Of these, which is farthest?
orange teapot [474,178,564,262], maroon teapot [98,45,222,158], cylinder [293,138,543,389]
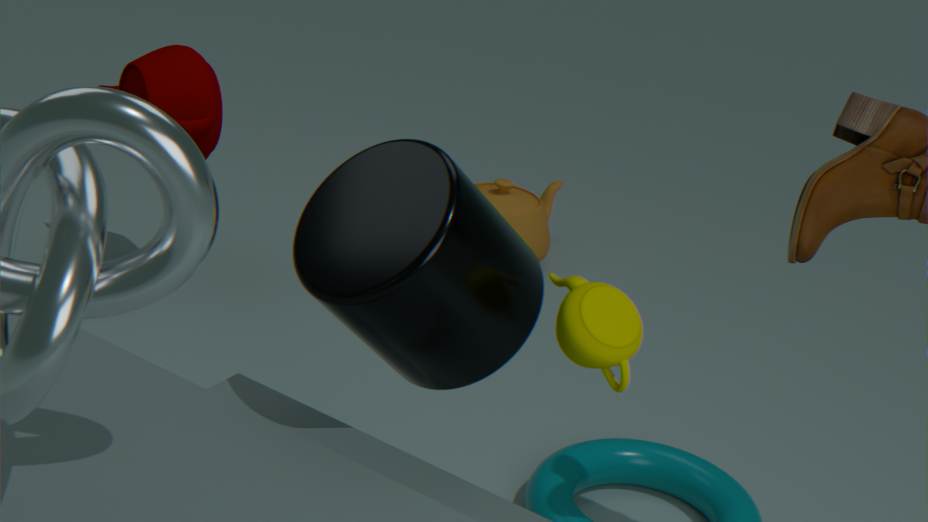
orange teapot [474,178,564,262]
